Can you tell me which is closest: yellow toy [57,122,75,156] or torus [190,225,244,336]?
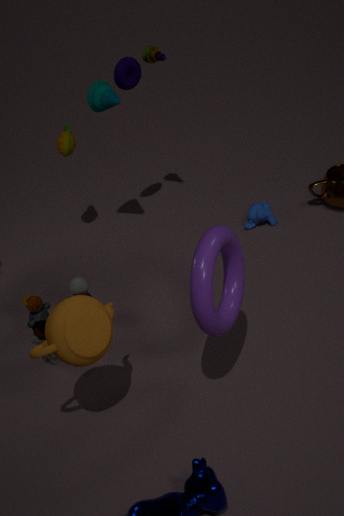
torus [190,225,244,336]
